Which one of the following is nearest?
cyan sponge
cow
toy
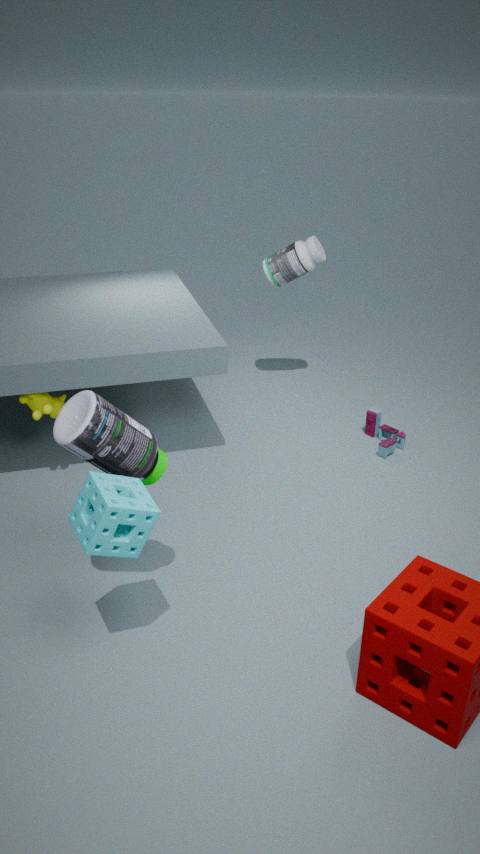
cyan sponge
